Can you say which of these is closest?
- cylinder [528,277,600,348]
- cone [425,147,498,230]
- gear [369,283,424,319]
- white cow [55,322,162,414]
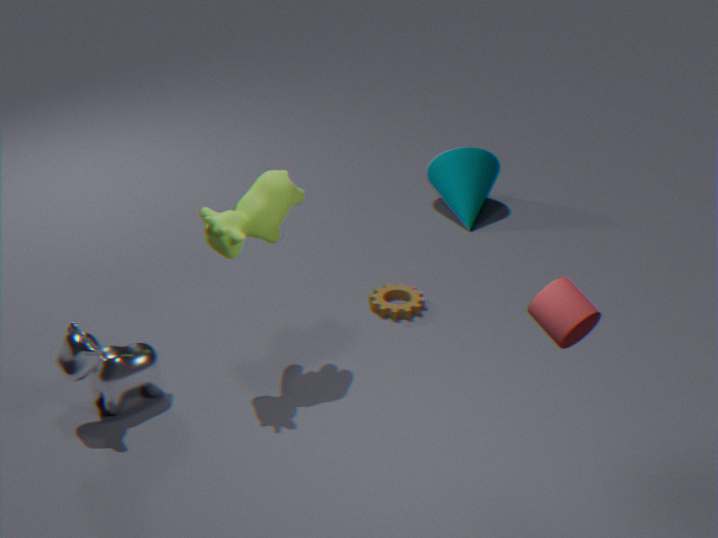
cylinder [528,277,600,348]
